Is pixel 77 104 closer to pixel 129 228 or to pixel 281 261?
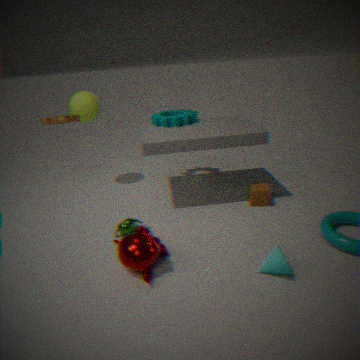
pixel 129 228
